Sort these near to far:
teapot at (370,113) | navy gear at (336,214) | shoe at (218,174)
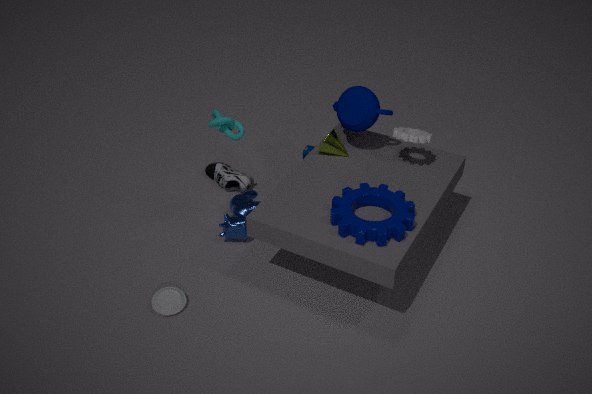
navy gear at (336,214)
teapot at (370,113)
shoe at (218,174)
